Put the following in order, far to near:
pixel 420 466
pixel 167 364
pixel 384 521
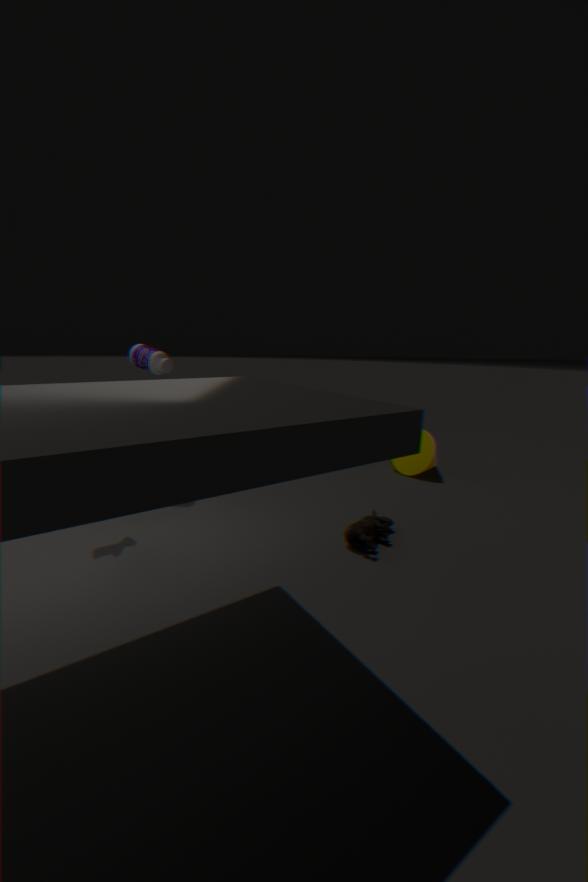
1. pixel 420 466
2. pixel 167 364
3. pixel 384 521
